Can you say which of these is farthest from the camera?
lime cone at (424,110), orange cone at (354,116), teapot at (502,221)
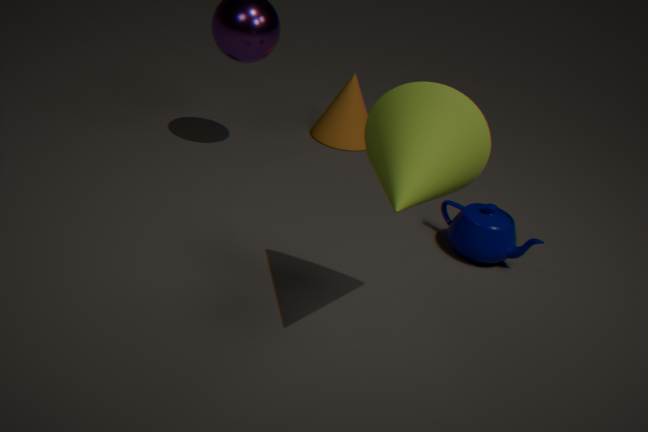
orange cone at (354,116)
